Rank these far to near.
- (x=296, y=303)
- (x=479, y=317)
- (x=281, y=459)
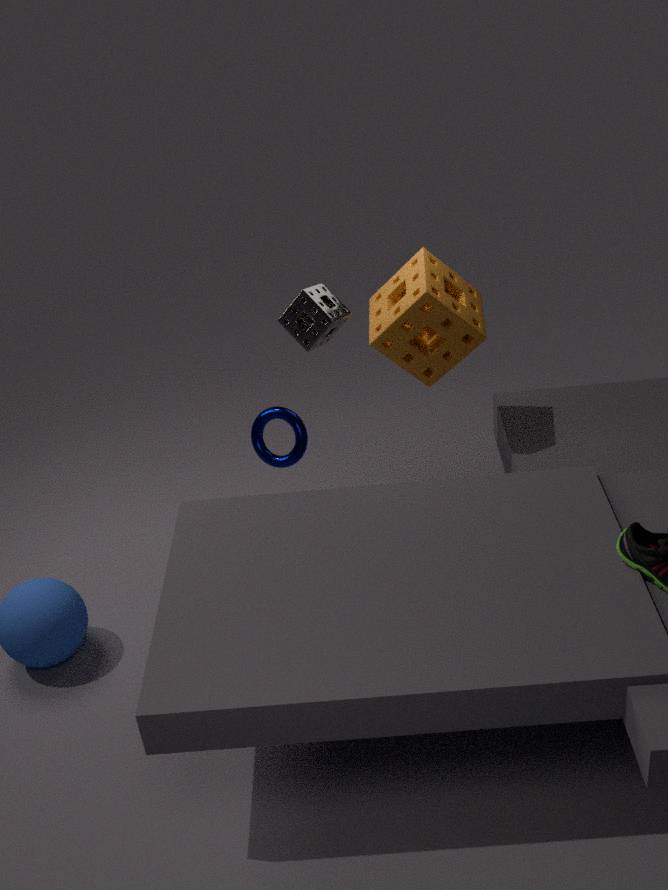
(x=479, y=317)
(x=281, y=459)
(x=296, y=303)
